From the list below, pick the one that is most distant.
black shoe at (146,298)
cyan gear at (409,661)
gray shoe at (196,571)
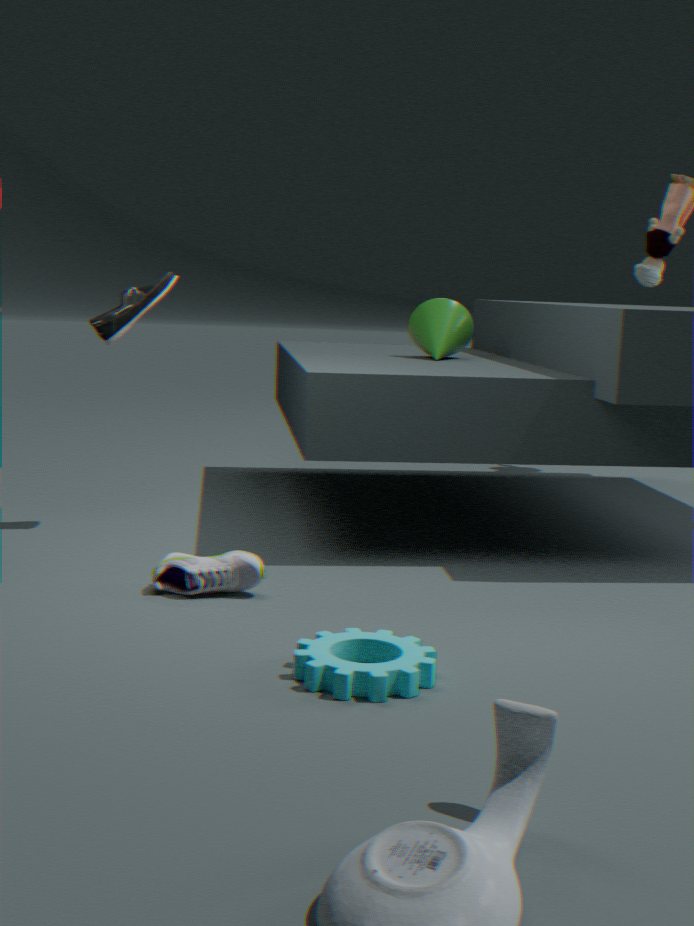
black shoe at (146,298)
